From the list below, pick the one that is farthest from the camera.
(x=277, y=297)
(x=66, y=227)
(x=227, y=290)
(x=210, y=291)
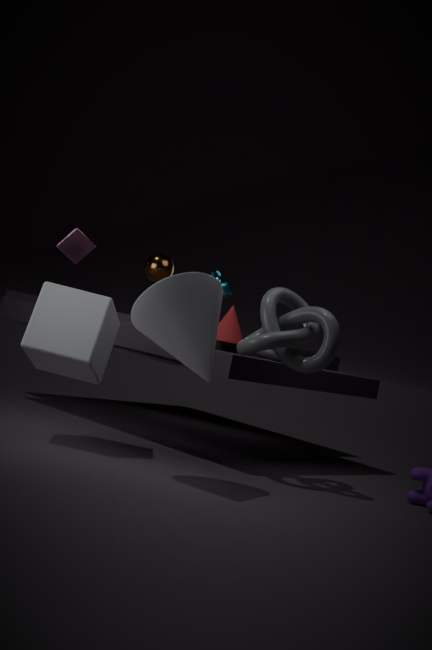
(x=227, y=290)
